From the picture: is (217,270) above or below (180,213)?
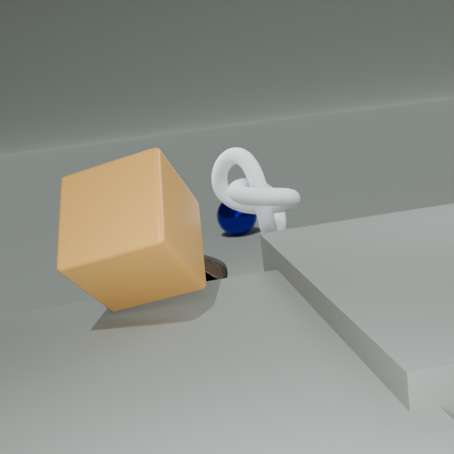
below
